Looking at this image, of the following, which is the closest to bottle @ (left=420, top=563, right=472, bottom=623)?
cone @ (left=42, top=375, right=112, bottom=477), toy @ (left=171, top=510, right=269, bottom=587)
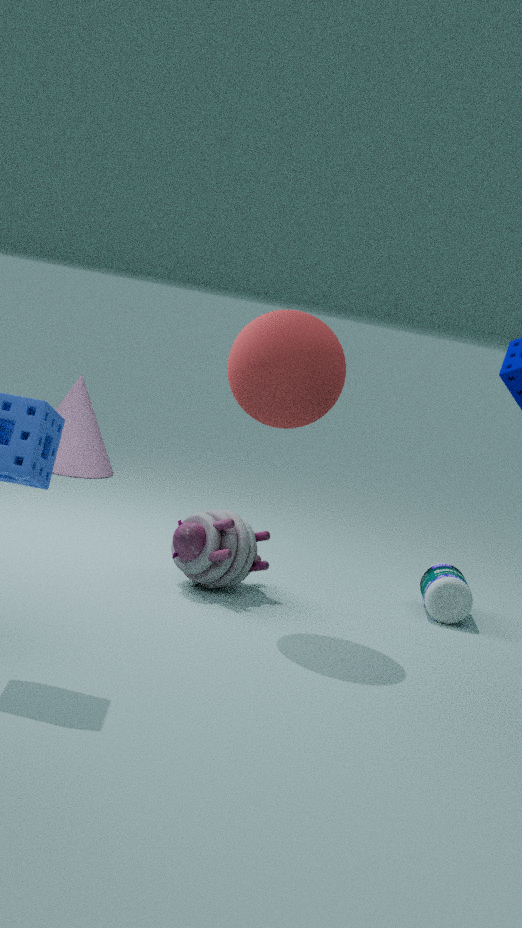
toy @ (left=171, top=510, right=269, bottom=587)
